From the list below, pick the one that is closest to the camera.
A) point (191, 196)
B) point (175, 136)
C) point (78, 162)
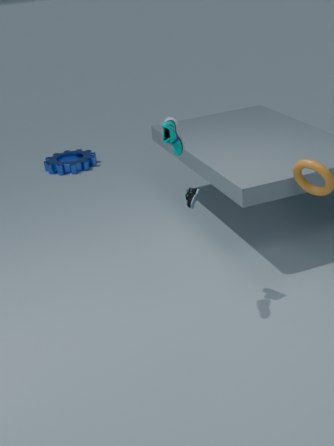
point (191, 196)
